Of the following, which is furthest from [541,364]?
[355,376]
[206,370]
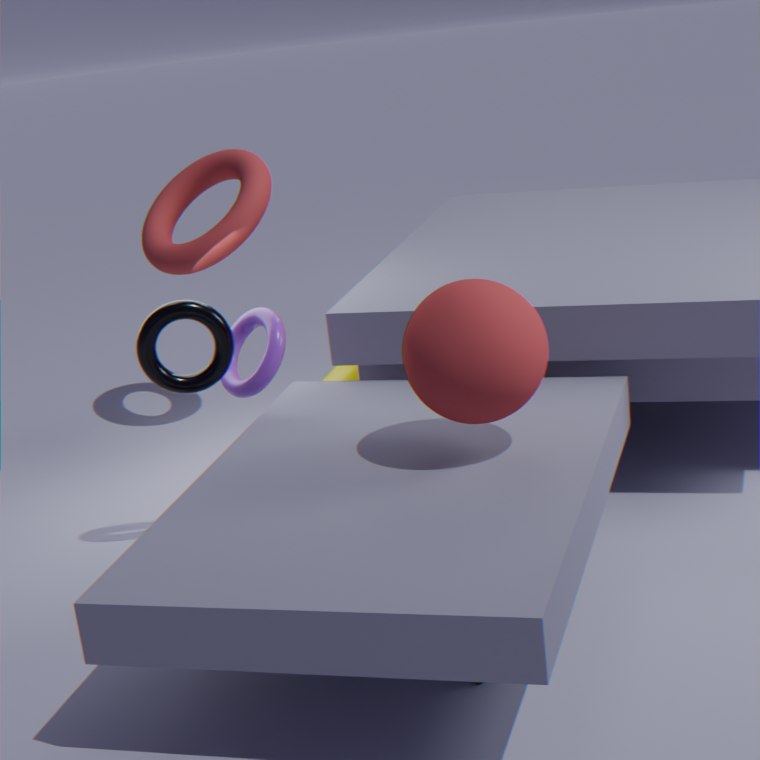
[355,376]
